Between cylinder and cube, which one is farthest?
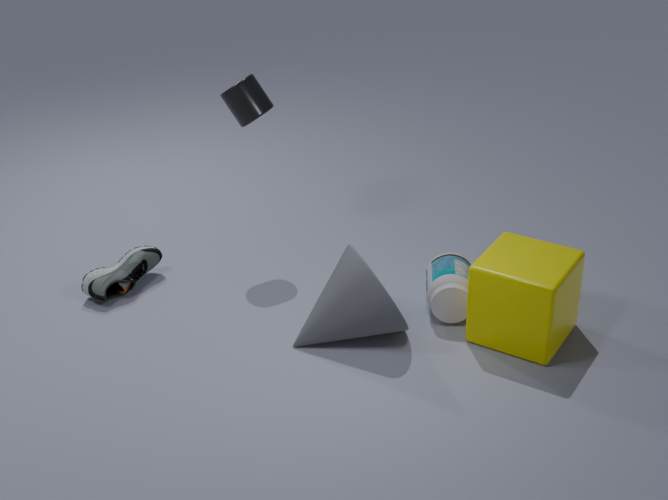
cylinder
